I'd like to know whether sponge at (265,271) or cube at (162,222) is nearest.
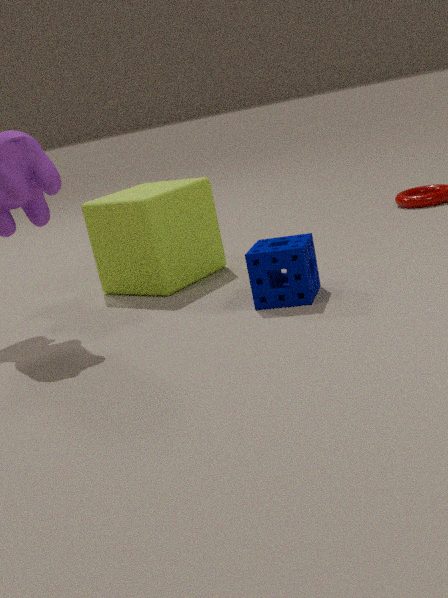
sponge at (265,271)
